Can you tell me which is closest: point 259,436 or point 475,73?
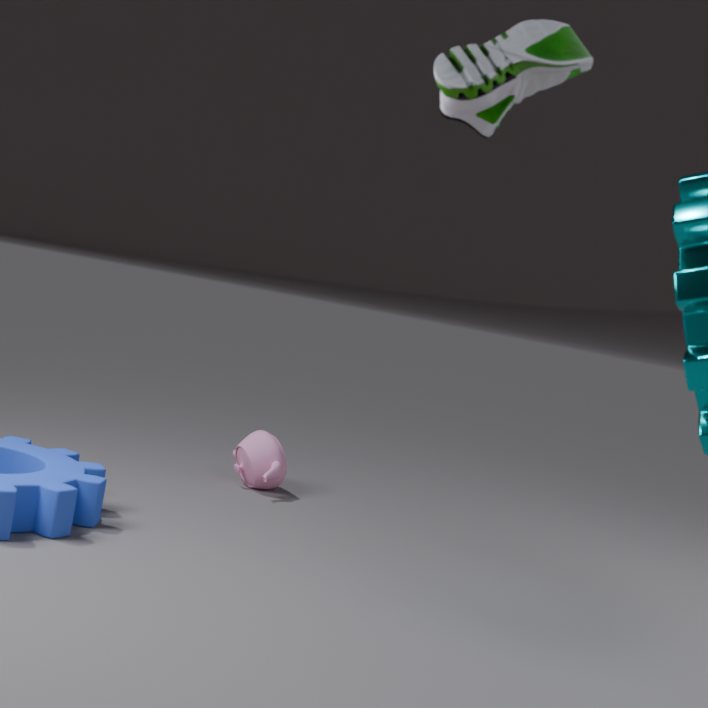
point 475,73
